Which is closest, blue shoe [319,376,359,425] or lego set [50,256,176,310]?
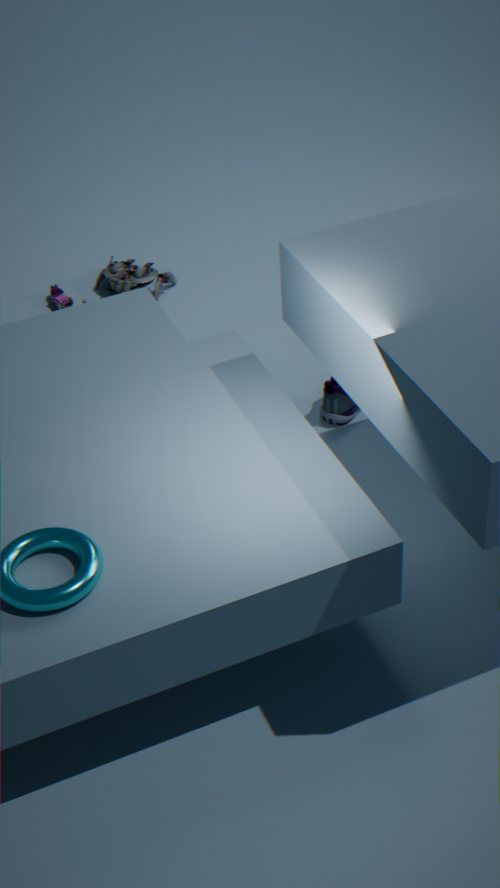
blue shoe [319,376,359,425]
